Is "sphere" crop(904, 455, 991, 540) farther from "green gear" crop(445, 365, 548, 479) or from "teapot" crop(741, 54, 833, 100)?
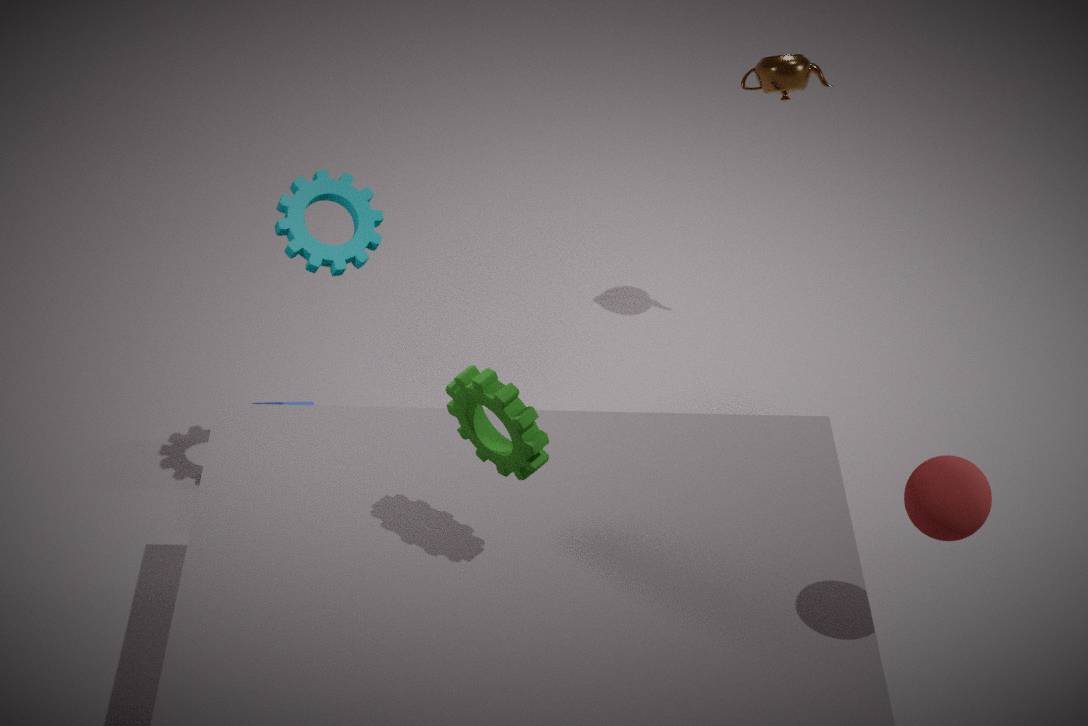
"teapot" crop(741, 54, 833, 100)
